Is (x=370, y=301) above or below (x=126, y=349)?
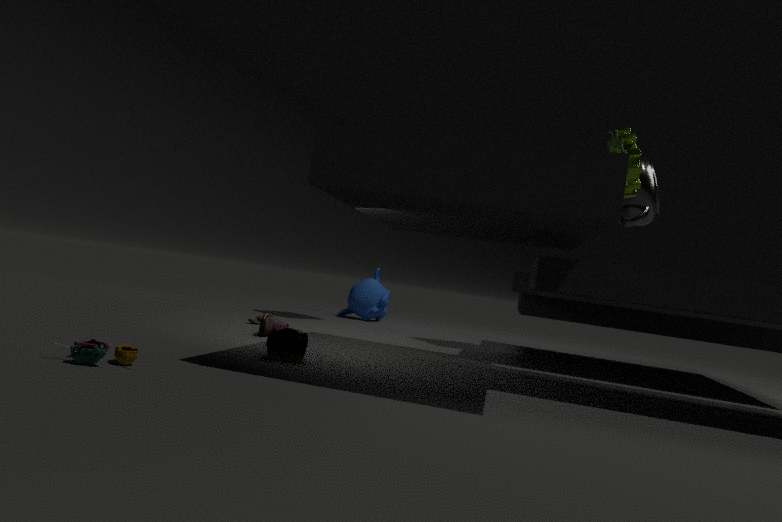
above
